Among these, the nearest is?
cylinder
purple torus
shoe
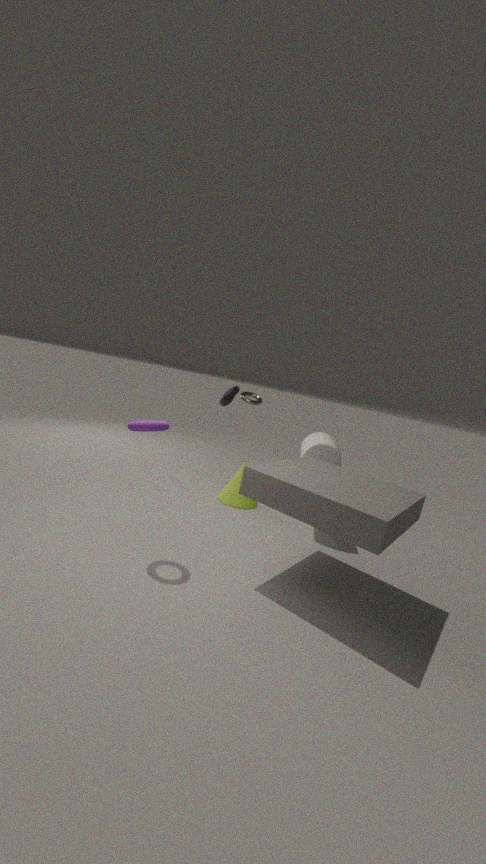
purple torus
